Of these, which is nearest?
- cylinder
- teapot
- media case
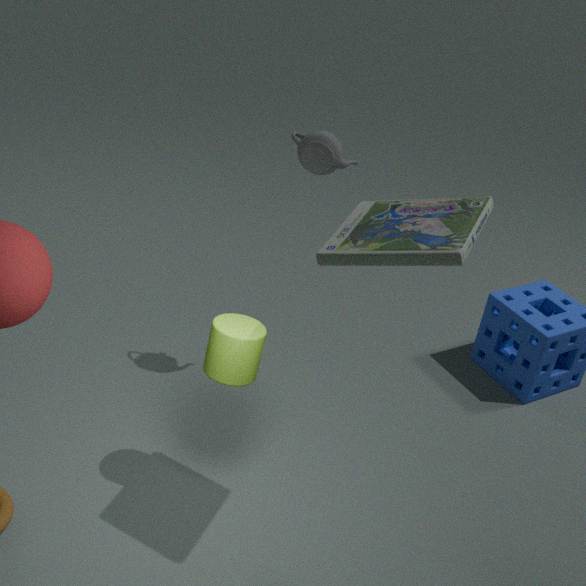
media case
